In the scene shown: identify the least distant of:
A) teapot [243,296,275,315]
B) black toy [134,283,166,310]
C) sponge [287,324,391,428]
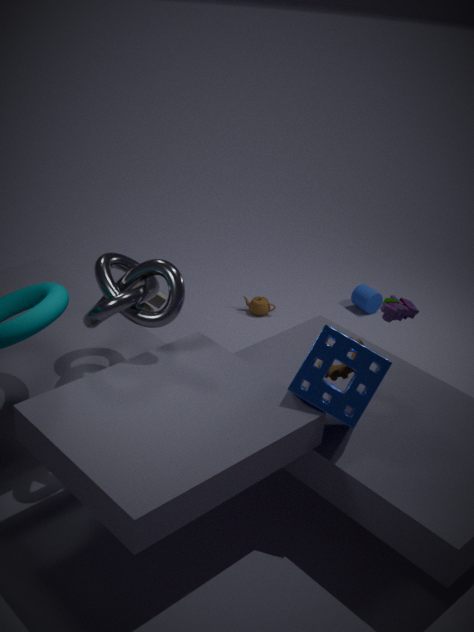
sponge [287,324,391,428]
